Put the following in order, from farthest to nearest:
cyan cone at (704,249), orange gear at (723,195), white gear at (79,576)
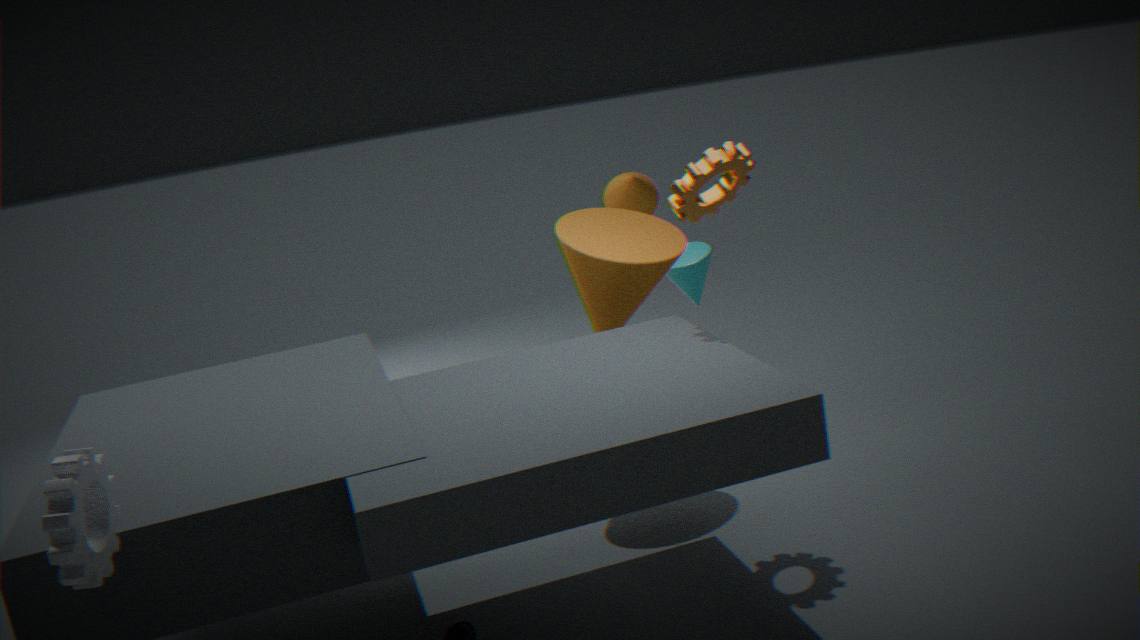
1. cyan cone at (704,249)
2. orange gear at (723,195)
3. white gear at (79,576)
